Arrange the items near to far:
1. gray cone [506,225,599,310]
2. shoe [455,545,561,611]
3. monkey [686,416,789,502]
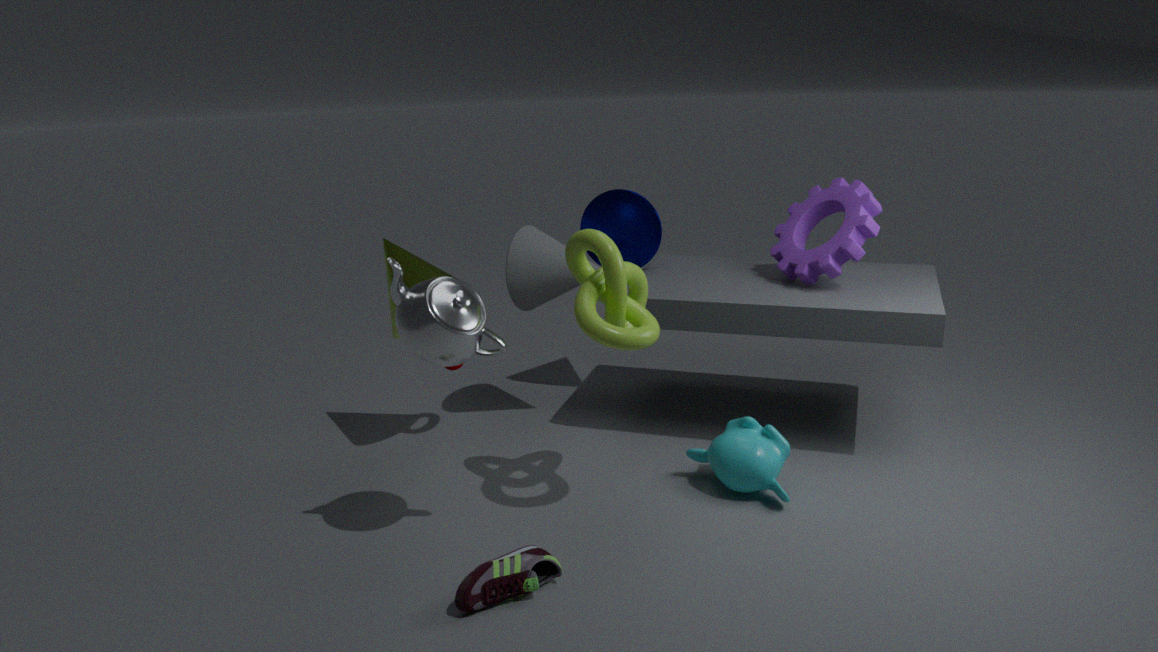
shoe [455,545,561,611]
monkey [686,416,789,502]
gray cone [506,225,599,310]
